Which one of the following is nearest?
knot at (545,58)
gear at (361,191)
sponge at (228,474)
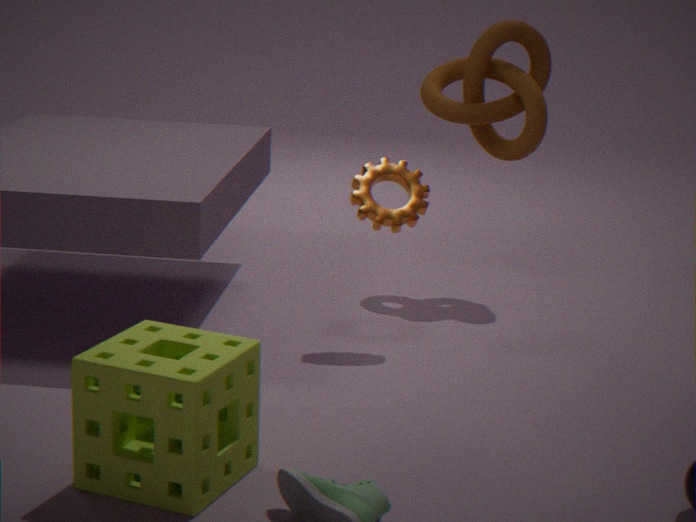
sponge at (228,474)
